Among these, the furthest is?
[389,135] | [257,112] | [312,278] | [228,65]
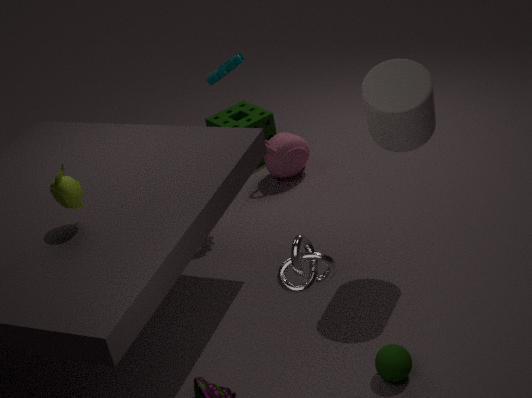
[257,112]
